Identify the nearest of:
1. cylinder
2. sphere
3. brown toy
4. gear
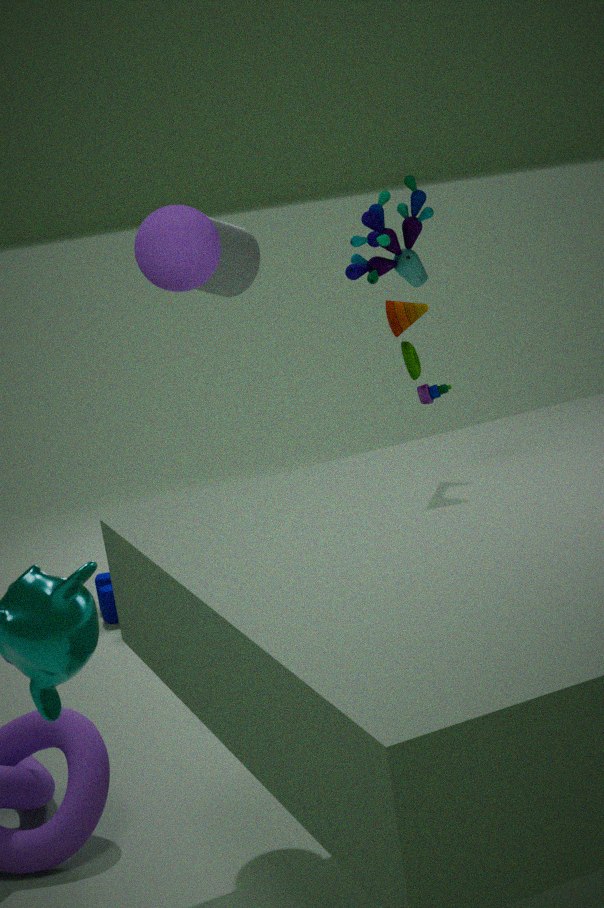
brown toy
